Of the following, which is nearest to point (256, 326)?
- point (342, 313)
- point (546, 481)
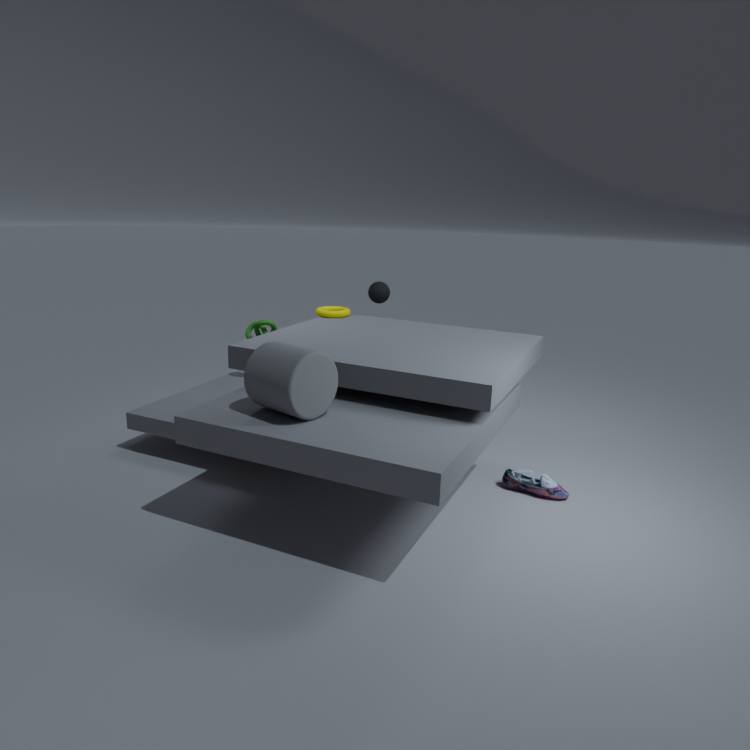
Result: point (342, 313)
